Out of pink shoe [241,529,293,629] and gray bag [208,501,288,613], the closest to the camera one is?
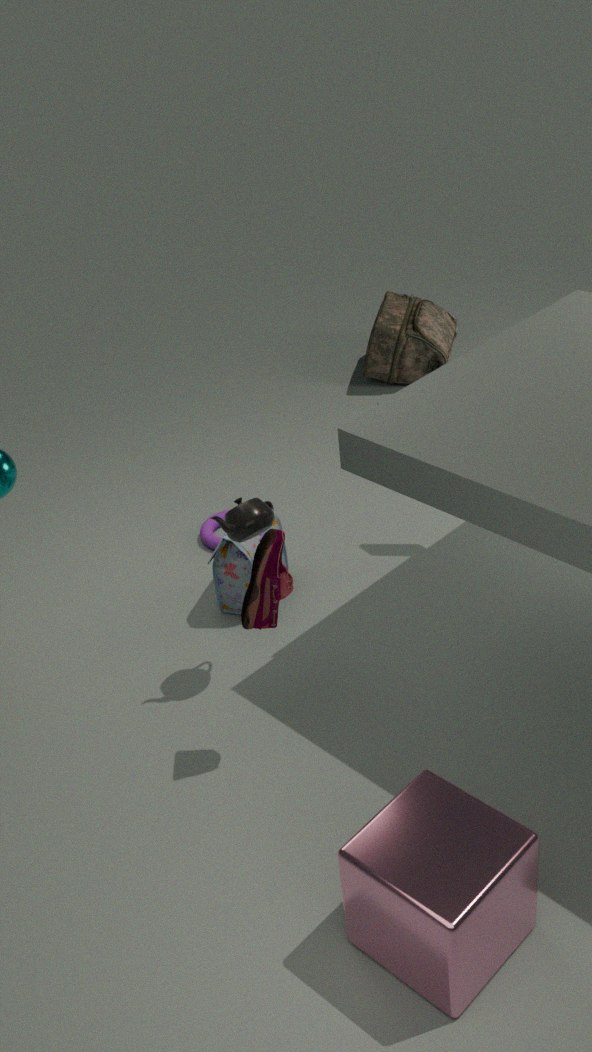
pink shoe [241,529,293,629]
